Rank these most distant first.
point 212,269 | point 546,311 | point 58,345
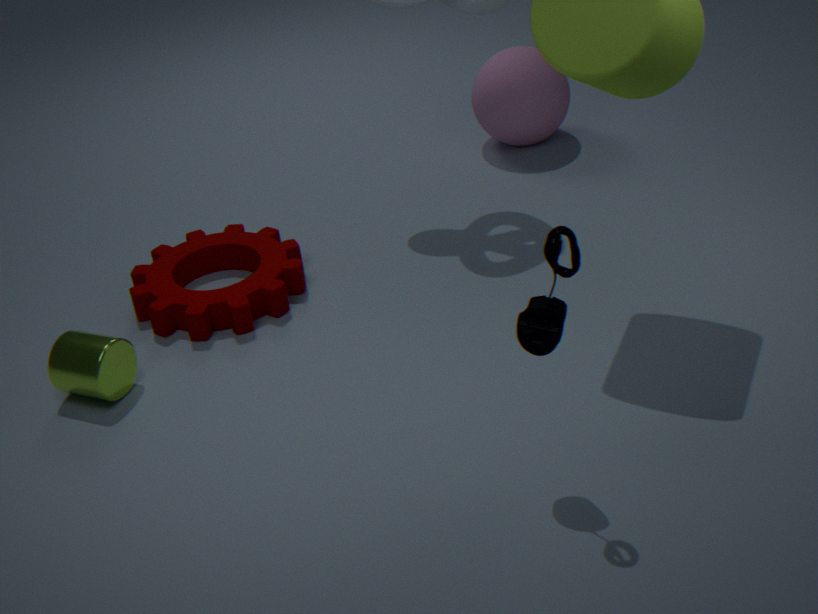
point 212,269, point 58,345, point 546,311
